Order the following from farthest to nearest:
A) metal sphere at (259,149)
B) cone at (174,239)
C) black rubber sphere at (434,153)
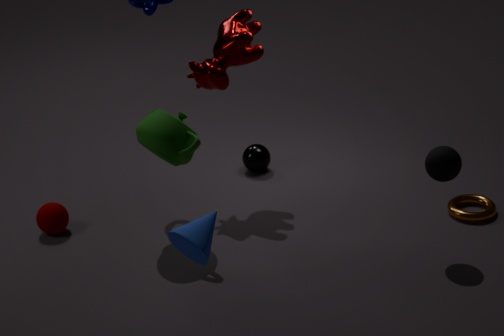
metal sphere at (259,149) < black rubber sphere at (434,153) < cone at (174,239)
